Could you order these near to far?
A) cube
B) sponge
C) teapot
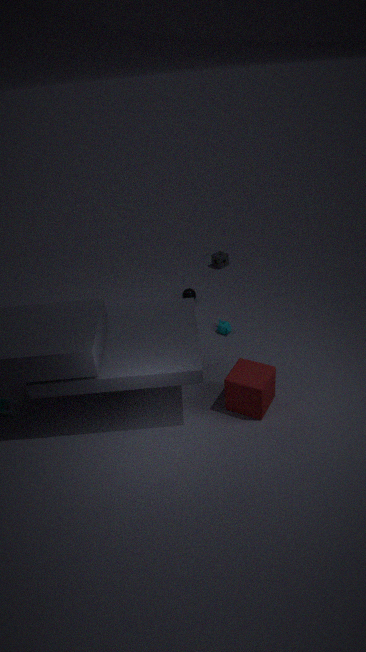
1. cube
2. teapot
3. sponge
